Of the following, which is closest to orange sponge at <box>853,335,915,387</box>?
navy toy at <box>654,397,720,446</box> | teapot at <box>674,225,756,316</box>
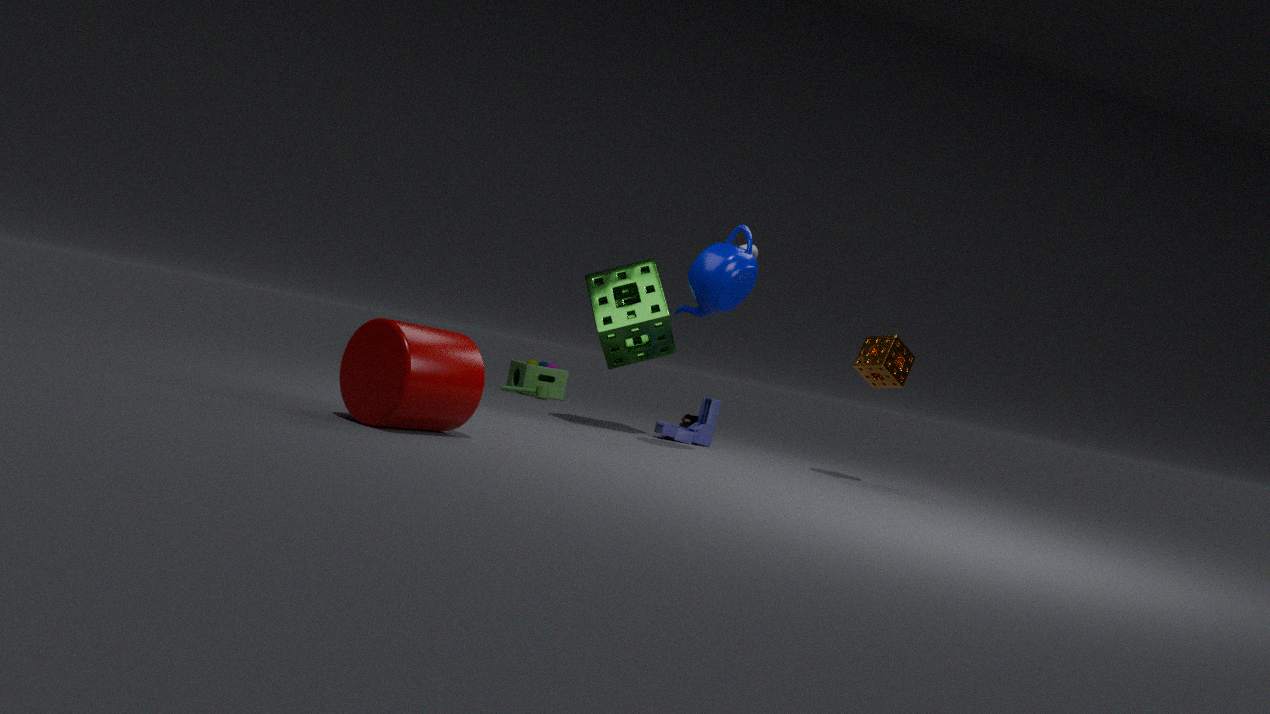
teapot at <box>674,225,756,316</box>
